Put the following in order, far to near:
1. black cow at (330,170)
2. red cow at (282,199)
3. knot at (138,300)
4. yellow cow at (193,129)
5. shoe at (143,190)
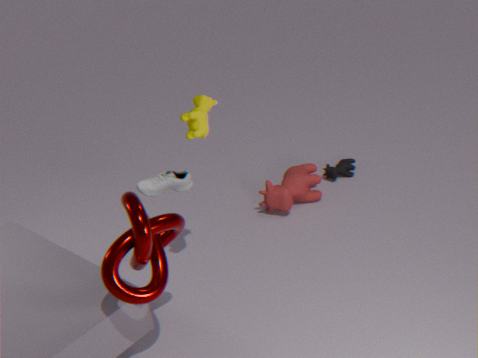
black cow at (330,170), red cow at (282,199), shoe at (143,190), yellow cow at (193,129), knot at (138,300)
